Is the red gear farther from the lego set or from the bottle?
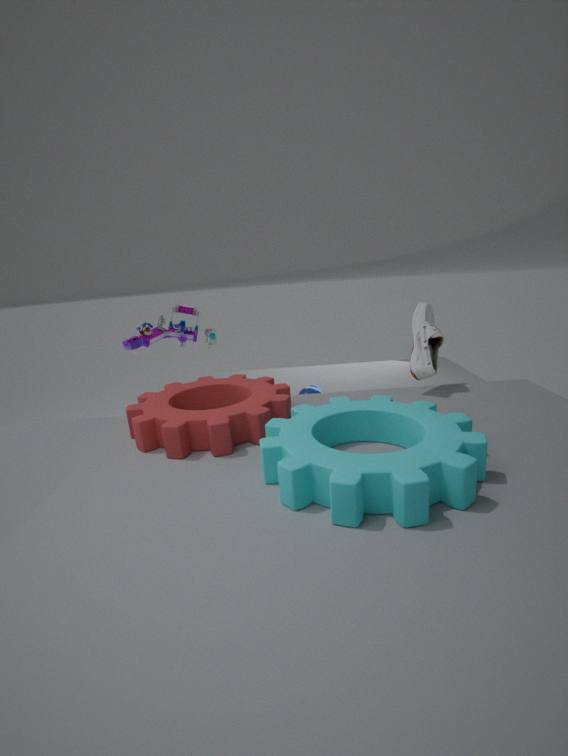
the lego set
